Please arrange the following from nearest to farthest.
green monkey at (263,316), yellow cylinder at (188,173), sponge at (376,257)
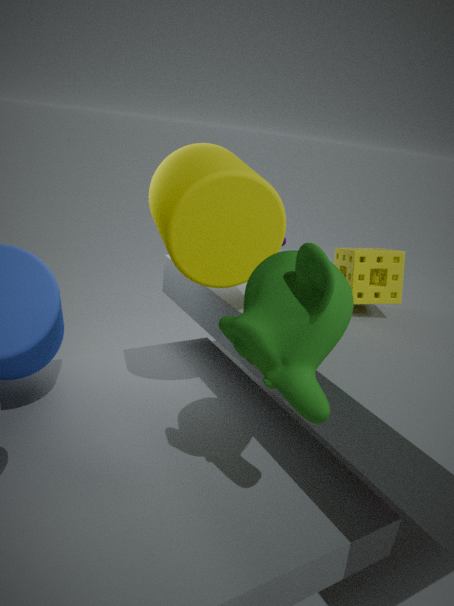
green monkey at (263,316), yellow cylinder at (188,173), sponge at (376,257)
